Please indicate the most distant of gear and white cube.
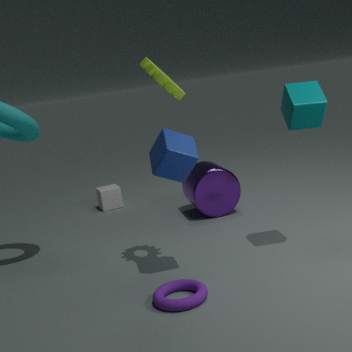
white cube
